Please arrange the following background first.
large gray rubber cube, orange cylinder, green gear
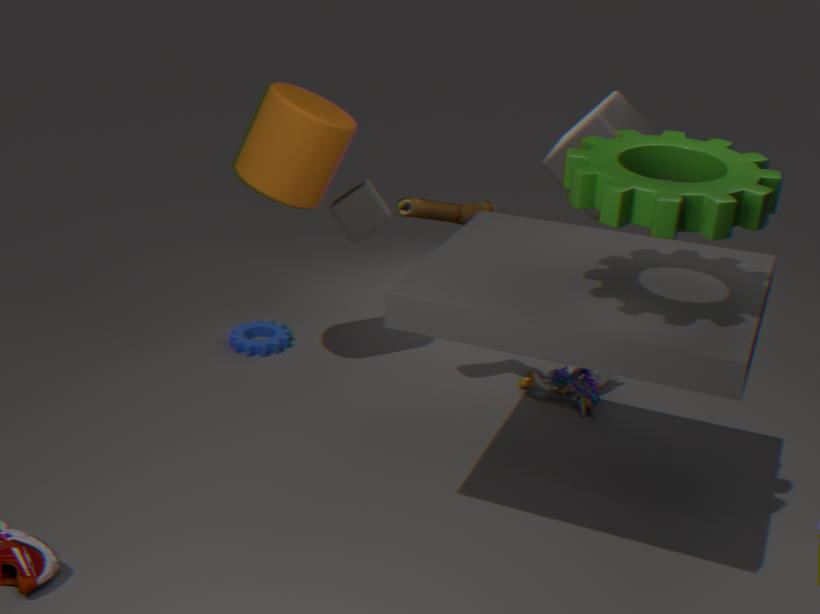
1. large gray rubber cube
2. orange cylinder
3. green gear
